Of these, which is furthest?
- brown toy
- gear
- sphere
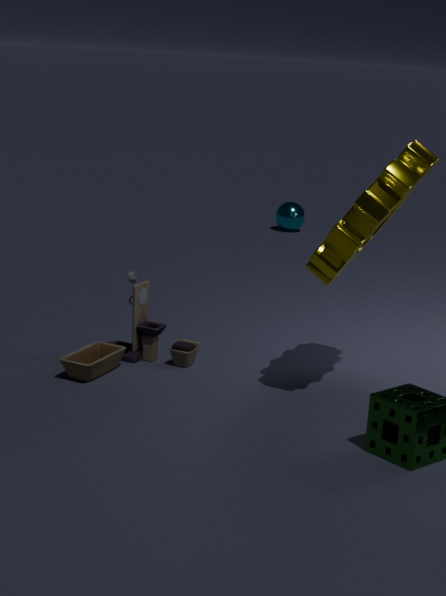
sphere
